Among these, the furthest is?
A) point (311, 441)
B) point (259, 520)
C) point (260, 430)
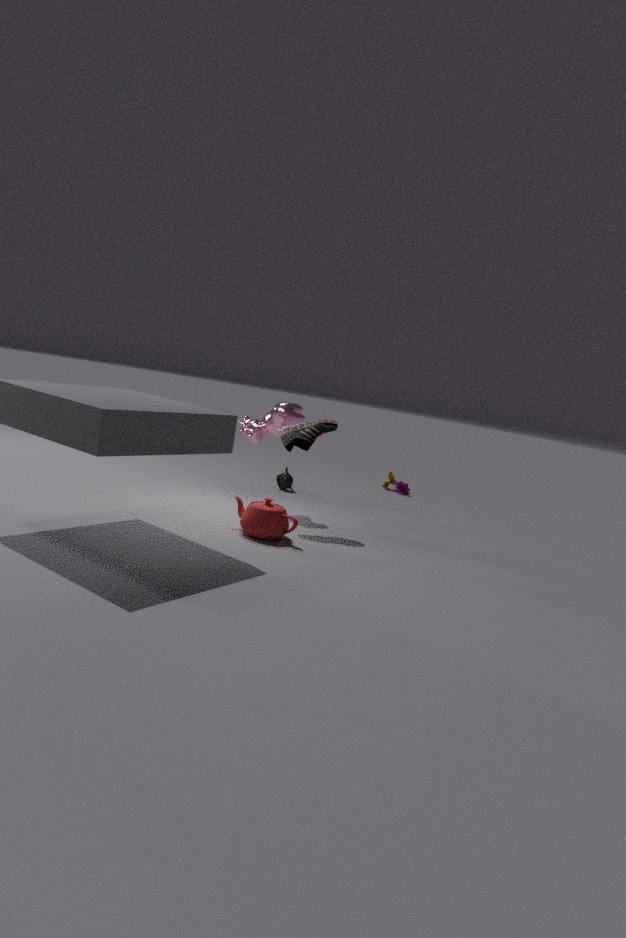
point (260, 430)
